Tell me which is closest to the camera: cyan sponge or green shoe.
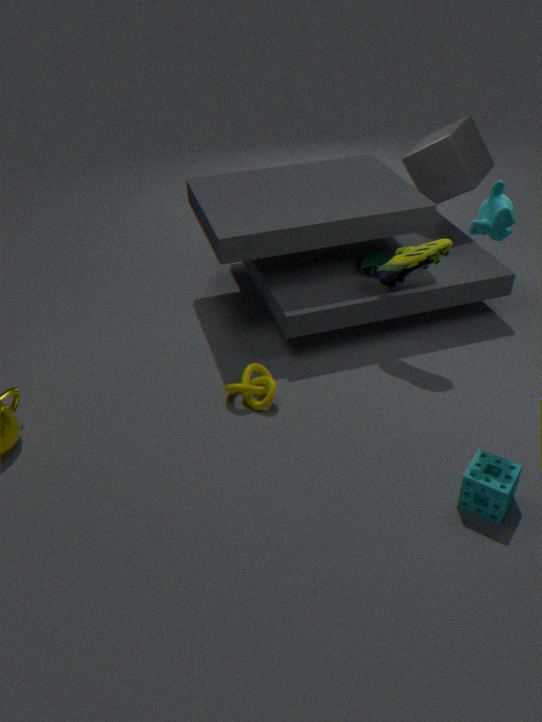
cyan sponge
